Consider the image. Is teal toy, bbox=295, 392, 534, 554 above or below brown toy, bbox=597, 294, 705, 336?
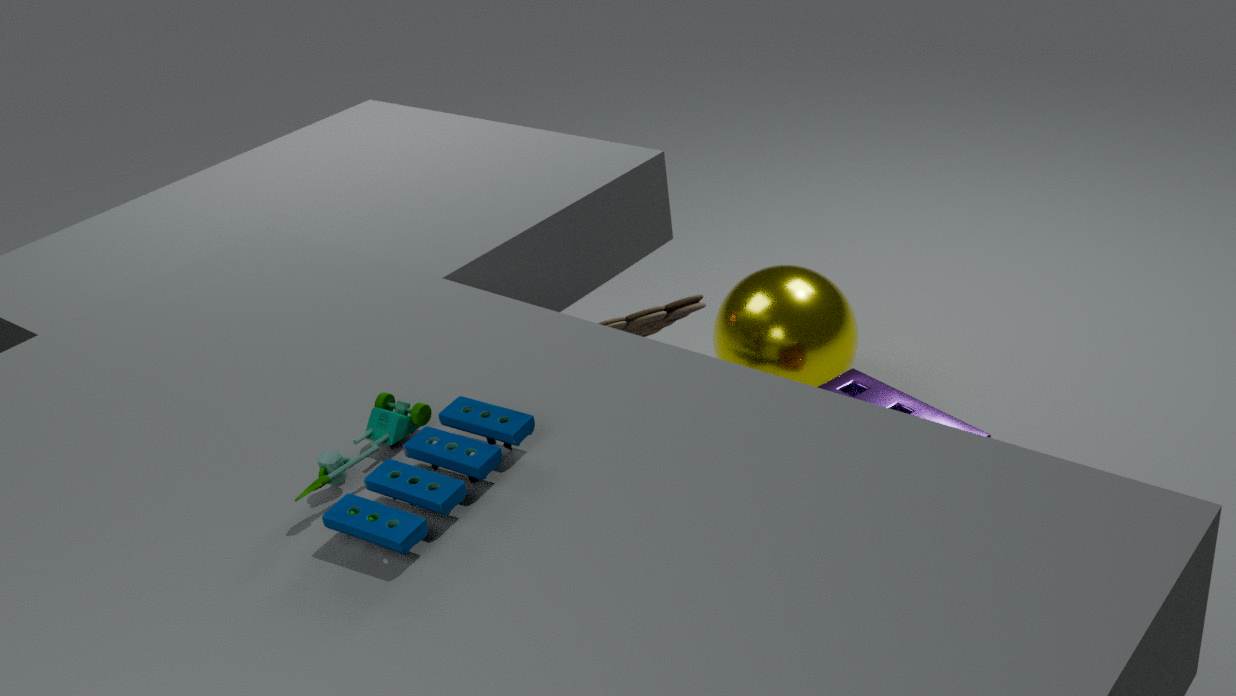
above
